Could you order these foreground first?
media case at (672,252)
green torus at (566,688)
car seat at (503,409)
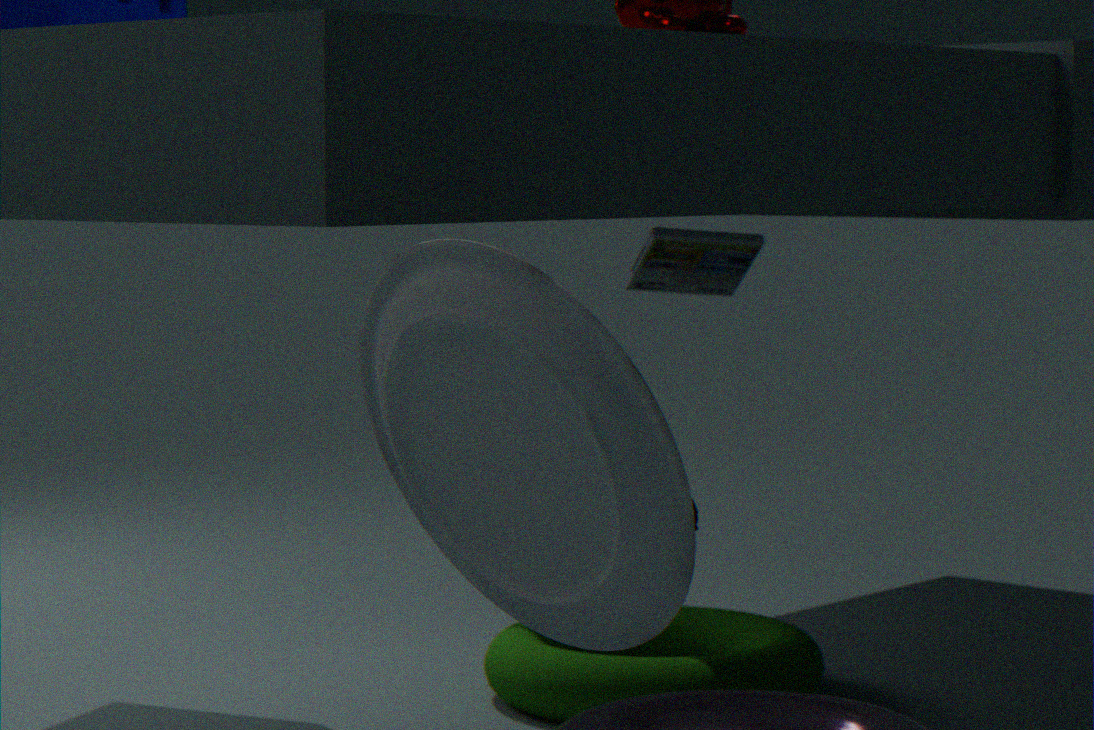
car seat at (503,409)
green torus at (566,688)
media case at (672,252)
